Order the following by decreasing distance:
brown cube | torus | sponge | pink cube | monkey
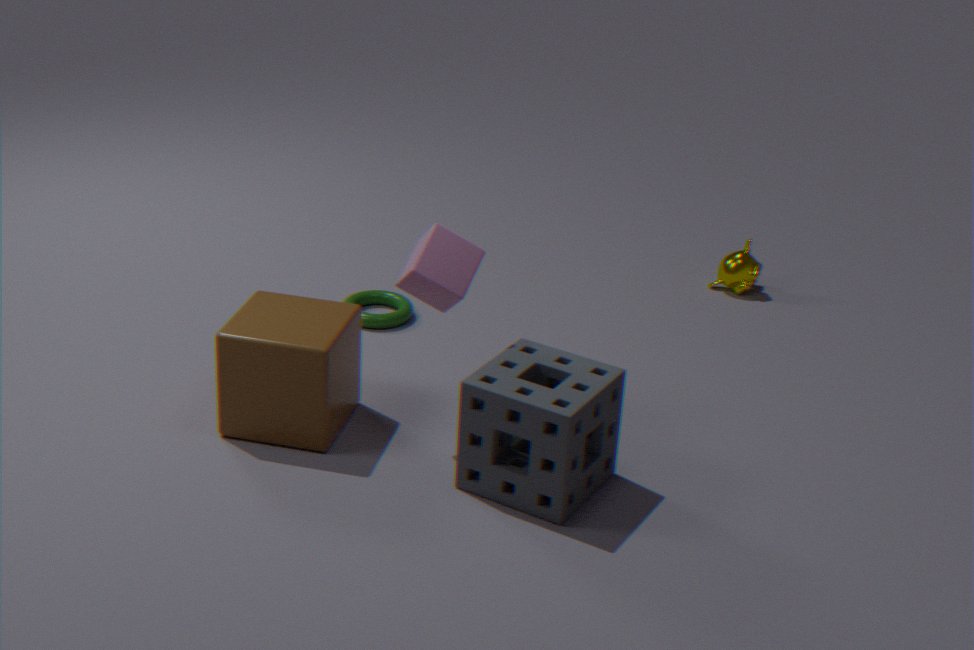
1. monkey
2. torus
3. brown cube
4. pink cube
5. sponge
